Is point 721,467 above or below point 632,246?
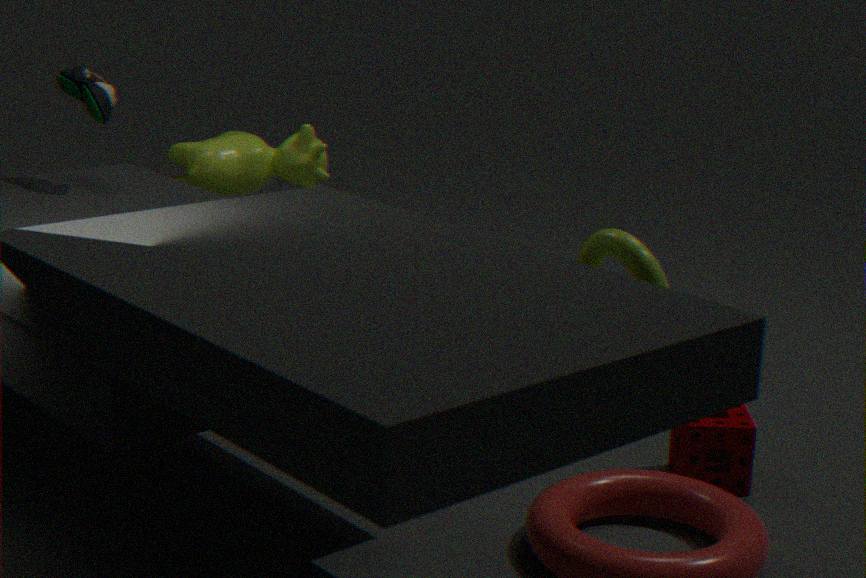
below
